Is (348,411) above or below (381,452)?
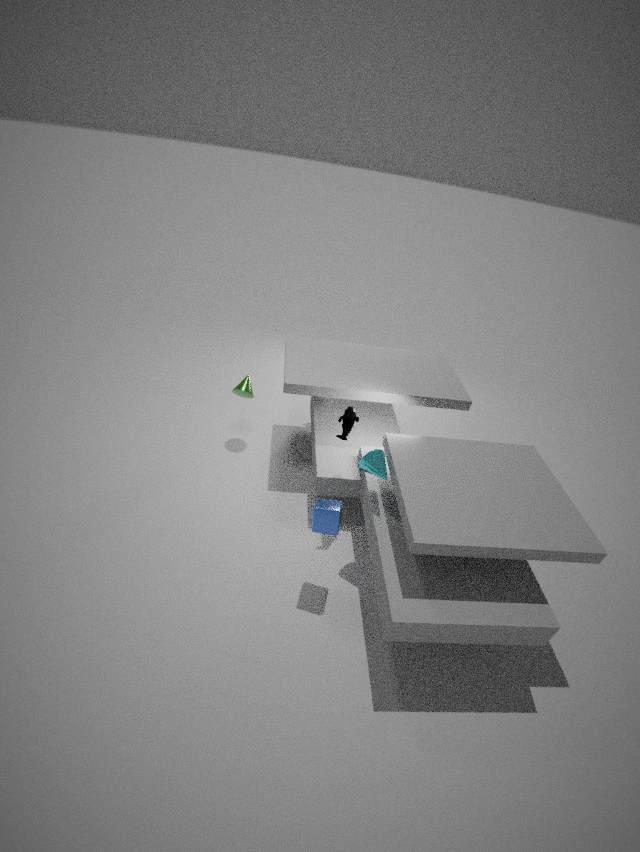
above
